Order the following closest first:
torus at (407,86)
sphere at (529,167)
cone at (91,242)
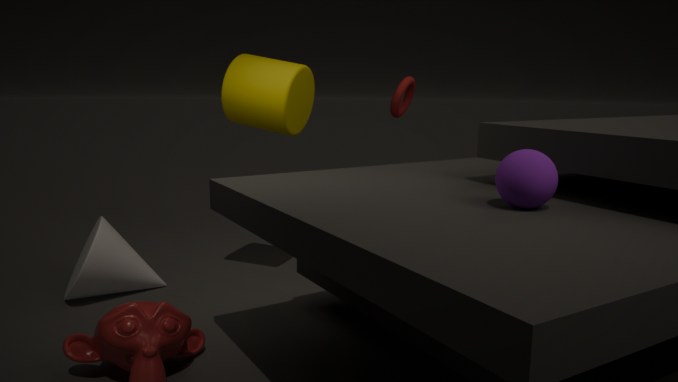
sphere at (529,167) < cone at (91,242) < torus at (407,86)
